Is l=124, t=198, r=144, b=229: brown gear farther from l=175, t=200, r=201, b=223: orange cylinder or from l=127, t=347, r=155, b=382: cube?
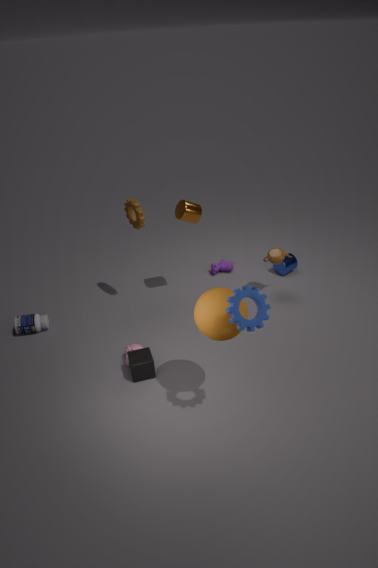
l=127, t=347, r=155, b=382: cube
